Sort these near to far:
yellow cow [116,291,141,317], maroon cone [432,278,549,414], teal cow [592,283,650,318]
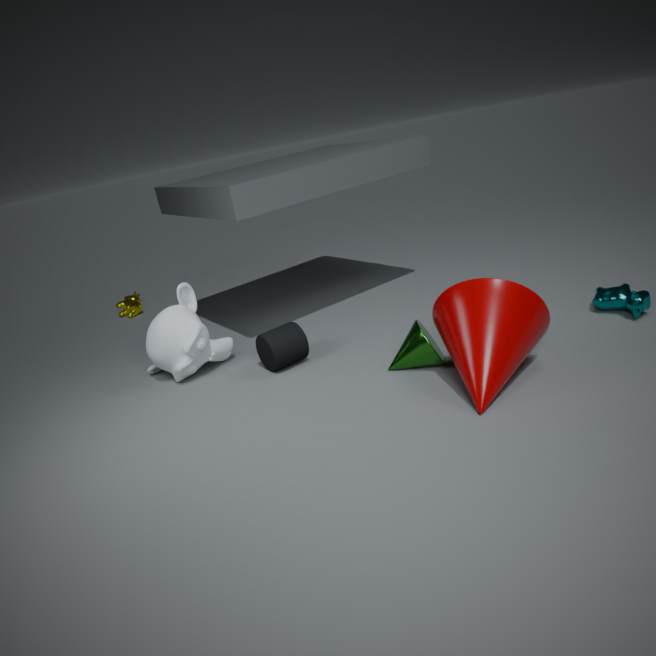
maroon cone [432,278,549,414], teal cow [592,283,650,318], yellow cow [116,291,141,317]
